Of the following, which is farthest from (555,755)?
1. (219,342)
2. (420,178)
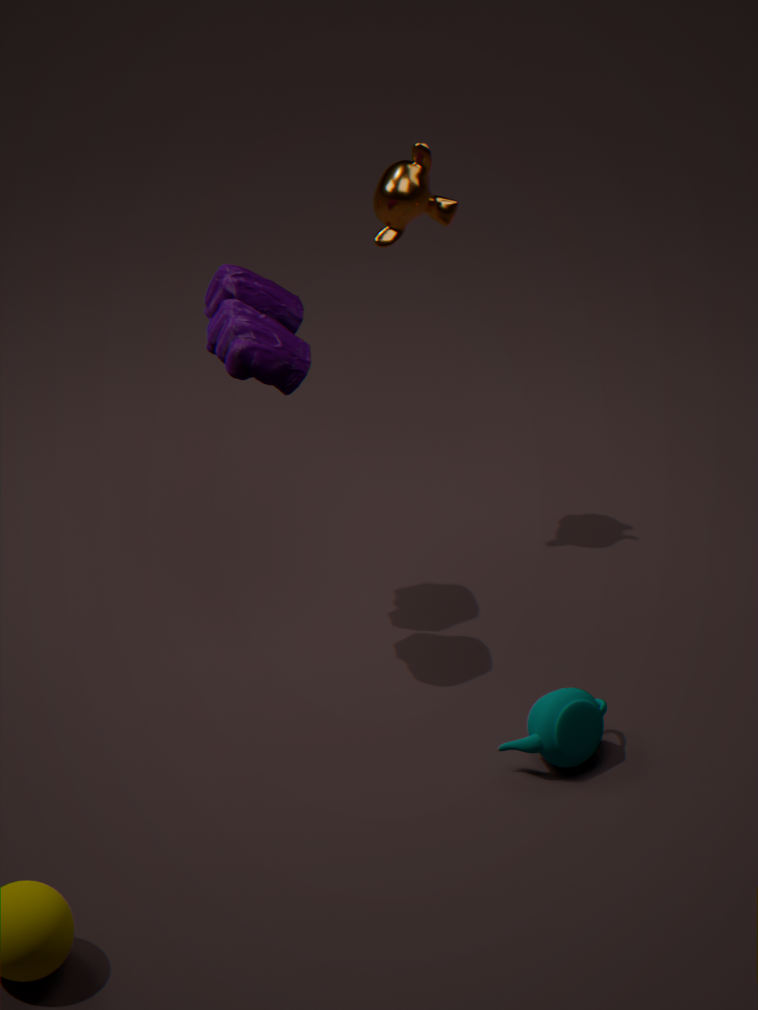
(420,178)
